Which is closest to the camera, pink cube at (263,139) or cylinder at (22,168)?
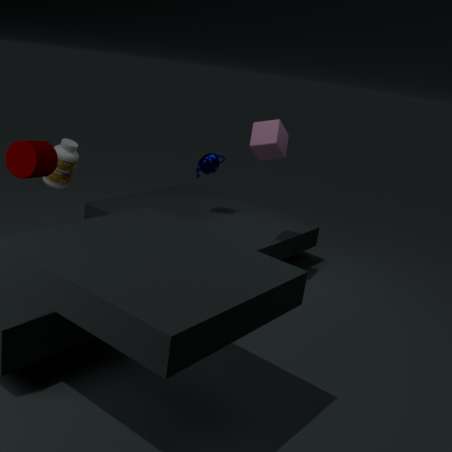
cylinder at (22,168)
